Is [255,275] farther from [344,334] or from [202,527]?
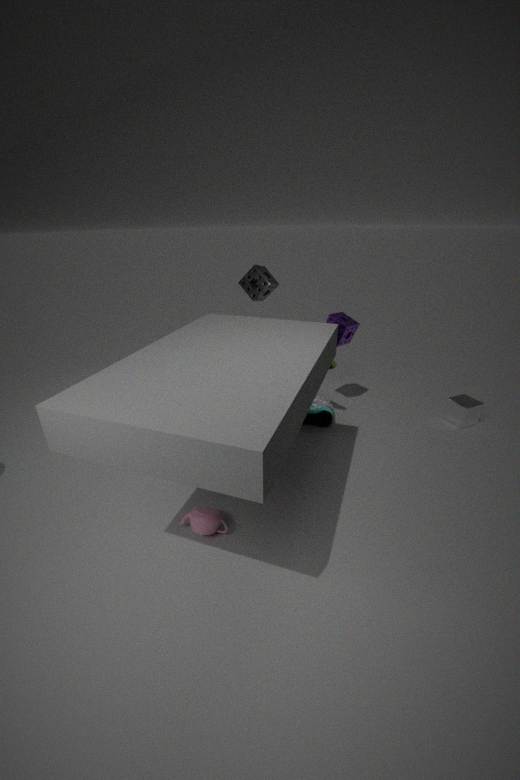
[202,527]
